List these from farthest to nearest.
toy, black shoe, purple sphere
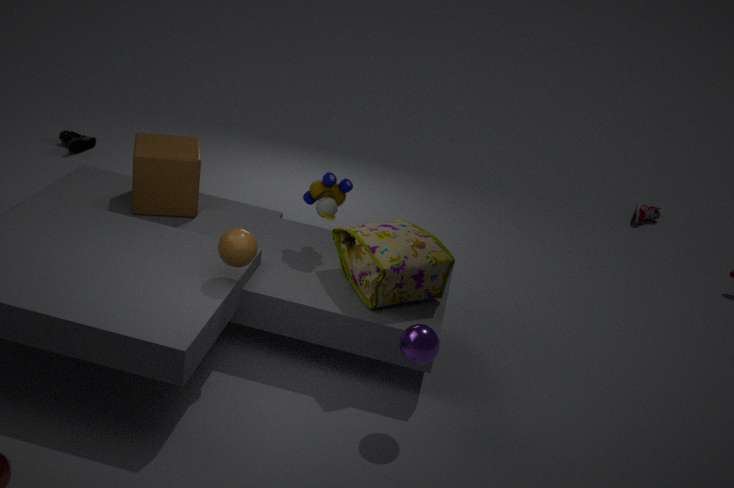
black shoe < toy < purple sphere
